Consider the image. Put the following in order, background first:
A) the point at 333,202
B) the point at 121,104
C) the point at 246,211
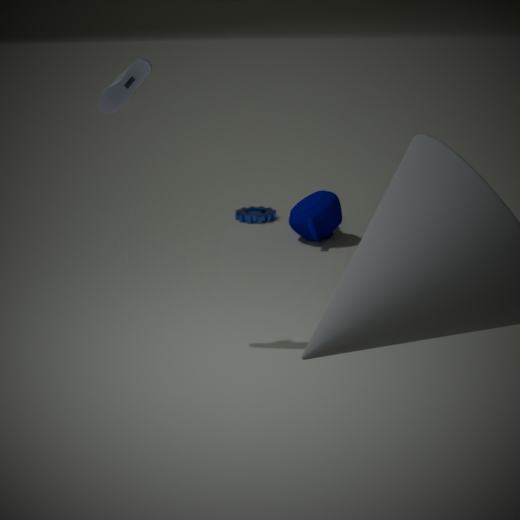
the point at 246,211, the point at 333,202, the point at 121,104
